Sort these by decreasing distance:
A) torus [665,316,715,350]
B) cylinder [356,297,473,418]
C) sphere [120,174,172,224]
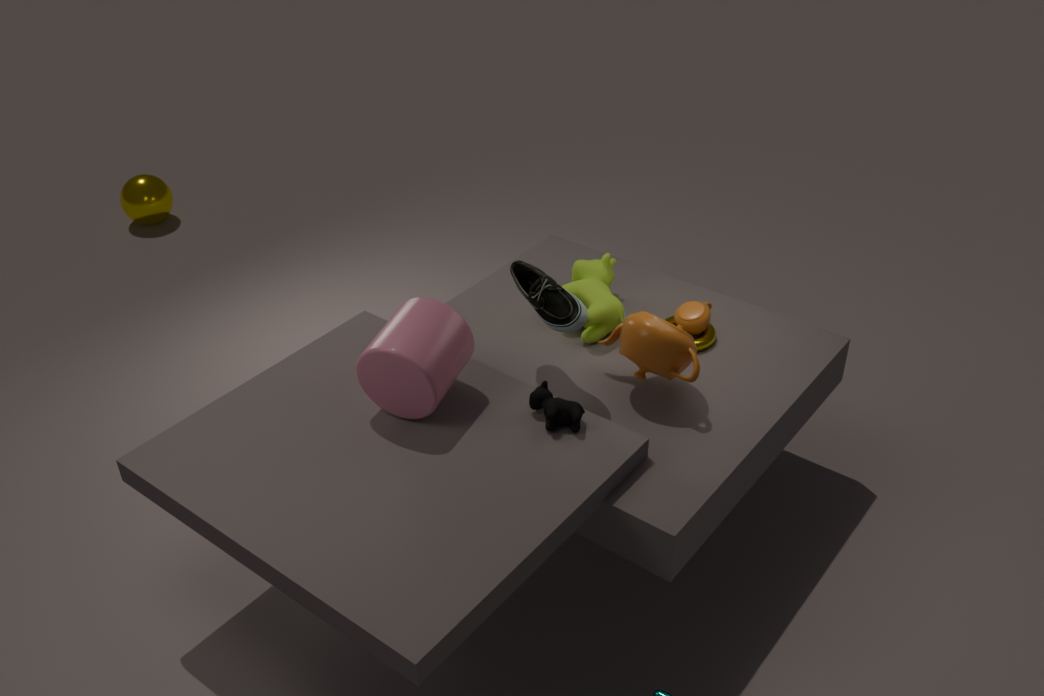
sphere [120,174,172,224]
torus [665,316,715,350]
cylinder [356,297,473,418]
